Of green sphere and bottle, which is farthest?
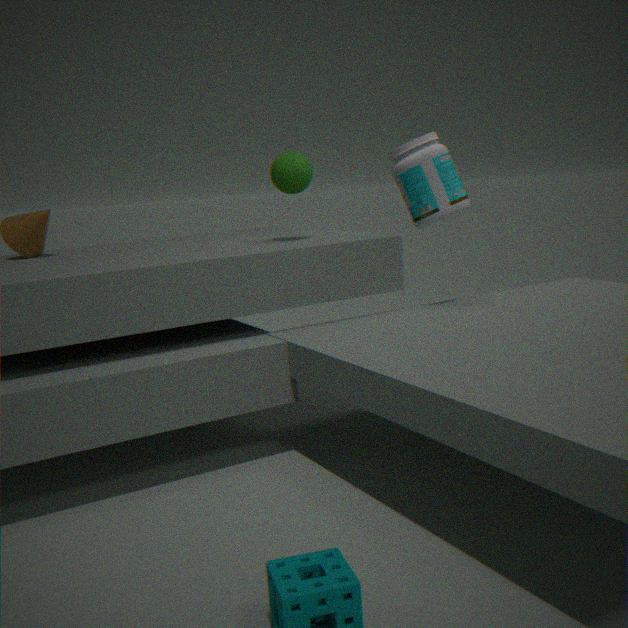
green sphere
